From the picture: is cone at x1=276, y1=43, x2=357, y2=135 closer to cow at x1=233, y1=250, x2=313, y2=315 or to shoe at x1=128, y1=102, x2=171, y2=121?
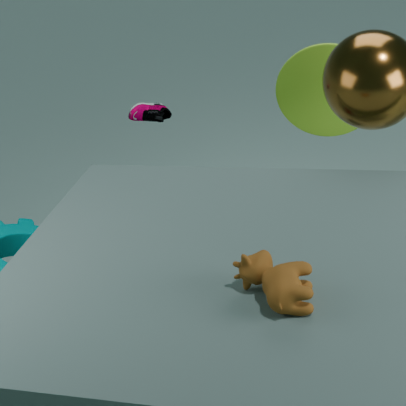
shoe at x1=128, y1=102, x2=171, y2=121
